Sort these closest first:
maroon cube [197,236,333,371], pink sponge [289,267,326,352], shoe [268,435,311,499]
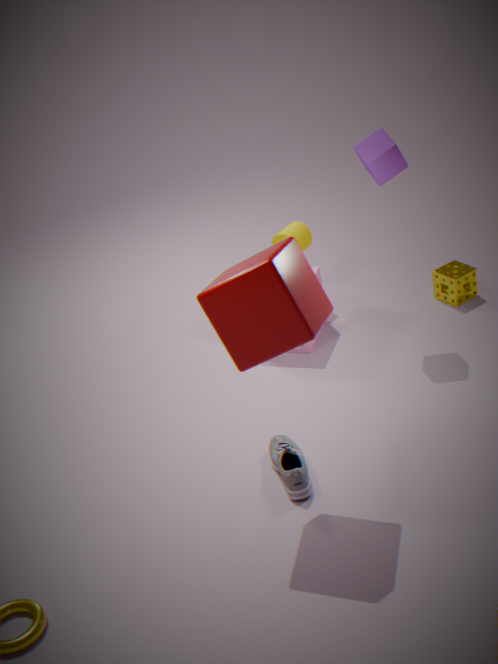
maroon cube [197,236,333,371]
shoe [268,435,311,499]
pink sponge [289,267,326,352]
